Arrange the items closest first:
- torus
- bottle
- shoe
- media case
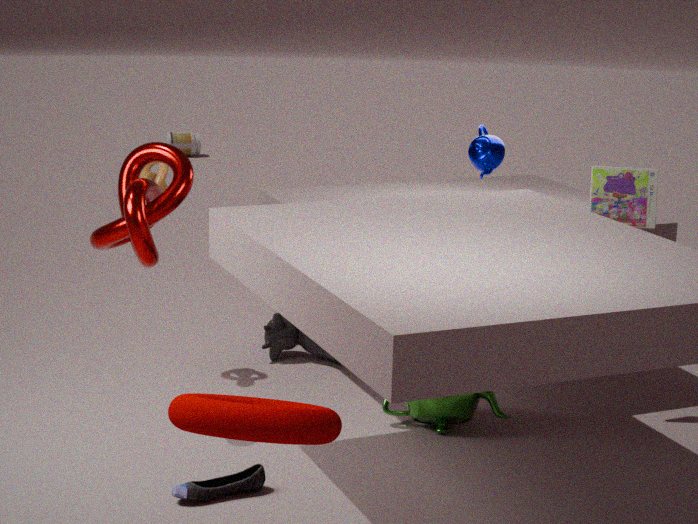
torus, shoe, media case, bottle
